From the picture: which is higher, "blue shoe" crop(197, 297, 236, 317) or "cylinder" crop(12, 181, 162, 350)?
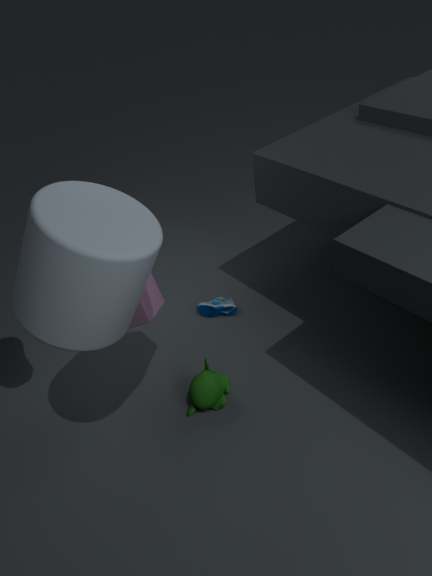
"cylinder" crop(12, 181, 162, 350)
